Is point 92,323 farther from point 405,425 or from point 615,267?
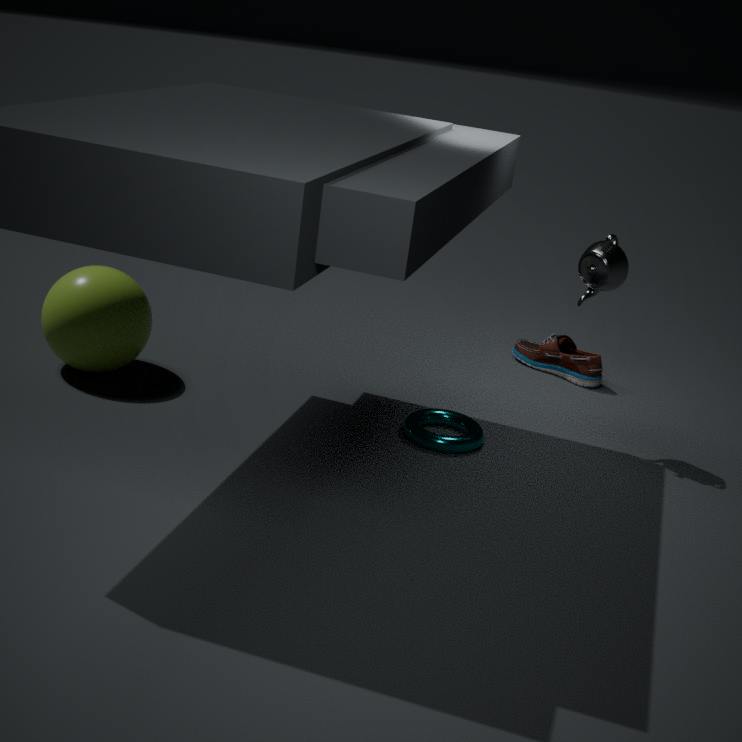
point 615,267
